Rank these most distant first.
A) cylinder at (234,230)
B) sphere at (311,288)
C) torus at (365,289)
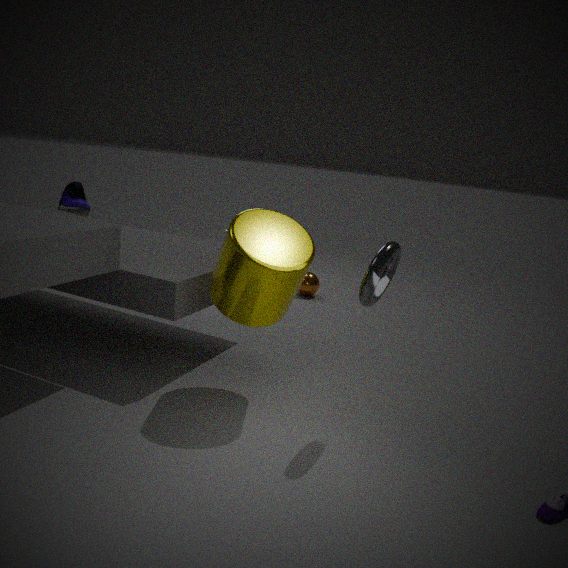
sphere at (311,288), cylinder at (234,230), torus at (365,289)
